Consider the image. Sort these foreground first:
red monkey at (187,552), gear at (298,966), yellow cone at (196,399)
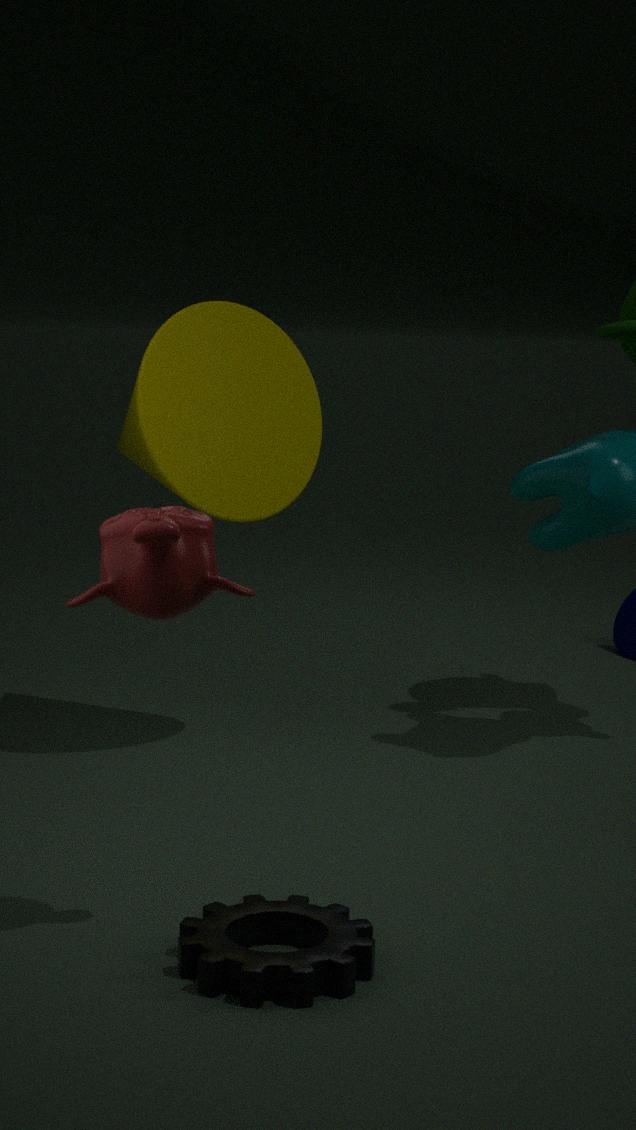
gear at (298,966) → red monkey at (187,552) → yellow cone at (196,399)
